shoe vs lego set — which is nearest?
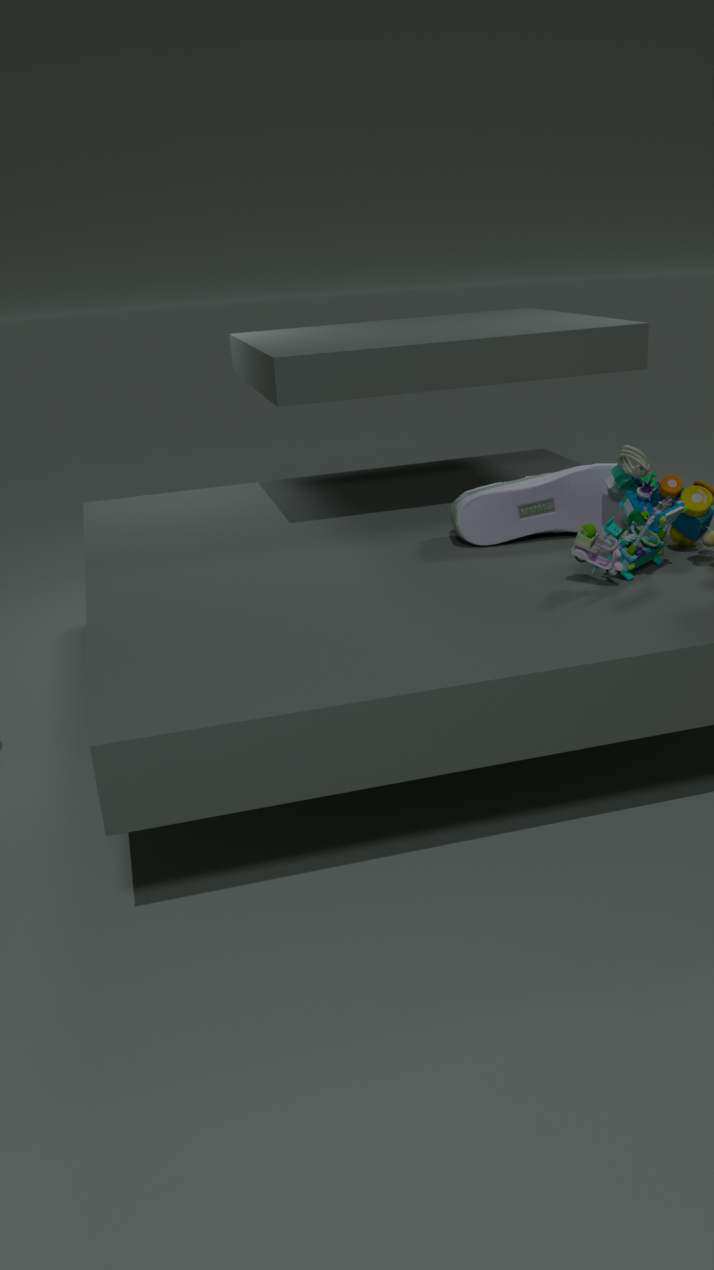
lego set
